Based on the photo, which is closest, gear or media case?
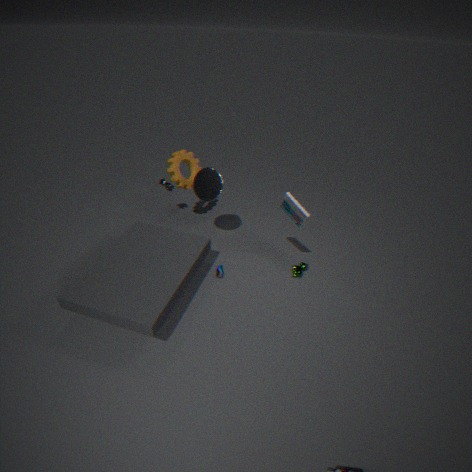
media case
